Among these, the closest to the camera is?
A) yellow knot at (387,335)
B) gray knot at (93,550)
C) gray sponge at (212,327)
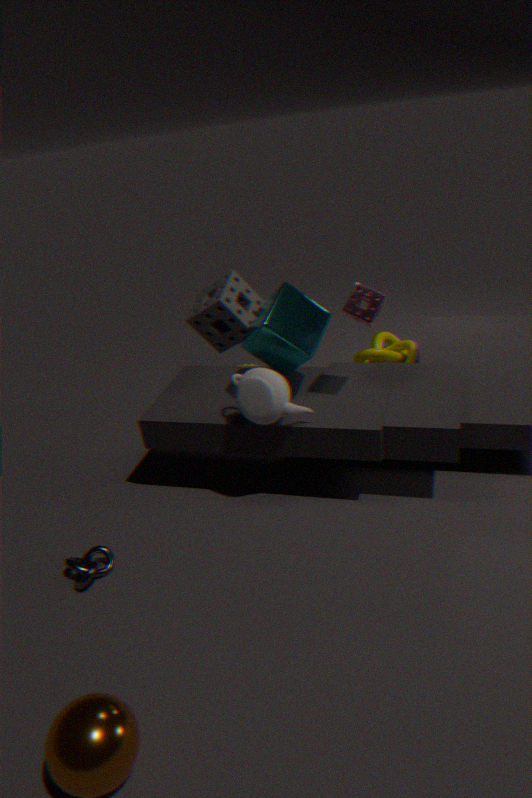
gray knot at (93,550)
